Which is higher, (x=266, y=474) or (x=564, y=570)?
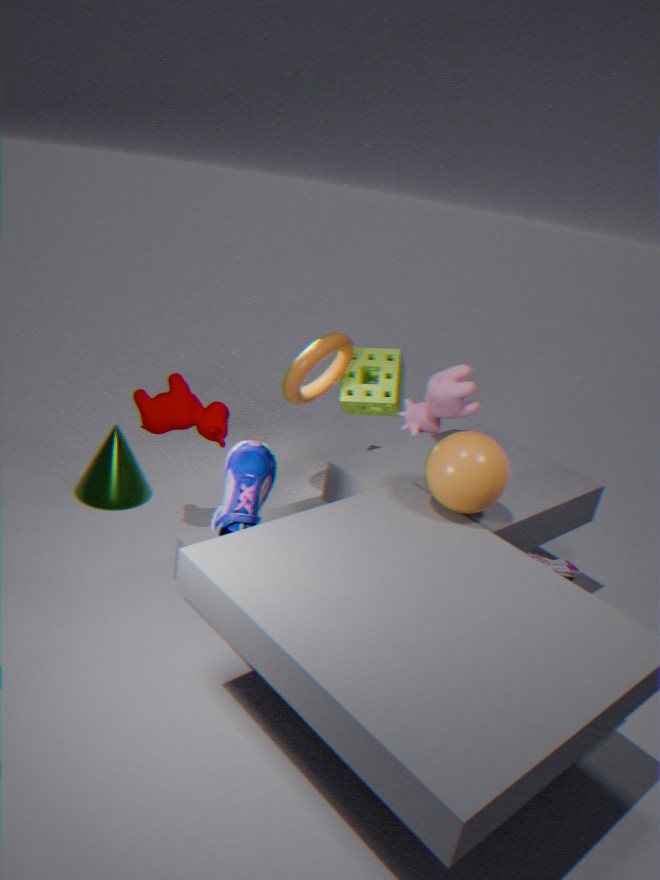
(x=266, y=474)
